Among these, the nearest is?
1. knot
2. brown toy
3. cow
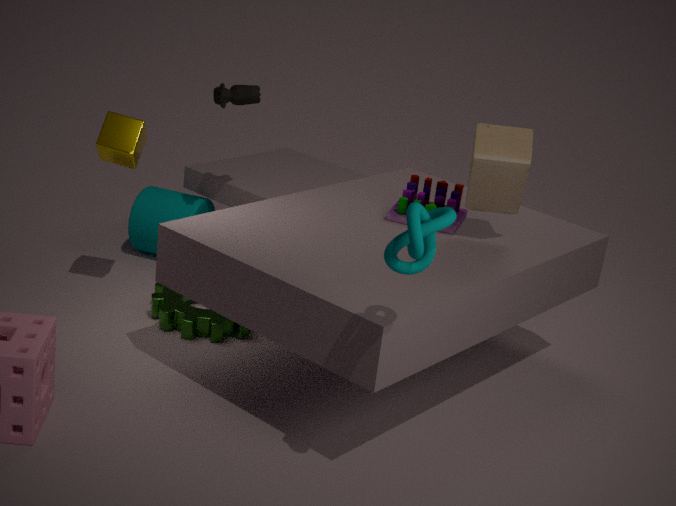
knot
